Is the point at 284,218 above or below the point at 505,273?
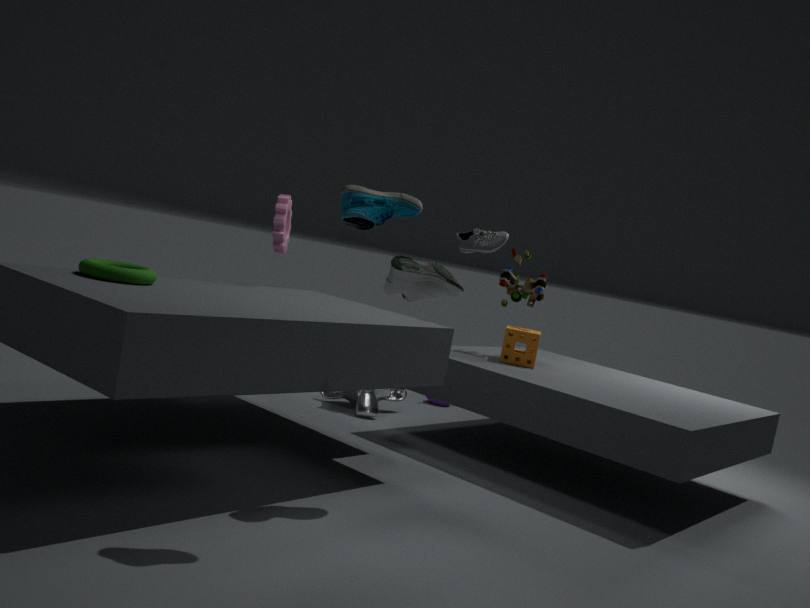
above
